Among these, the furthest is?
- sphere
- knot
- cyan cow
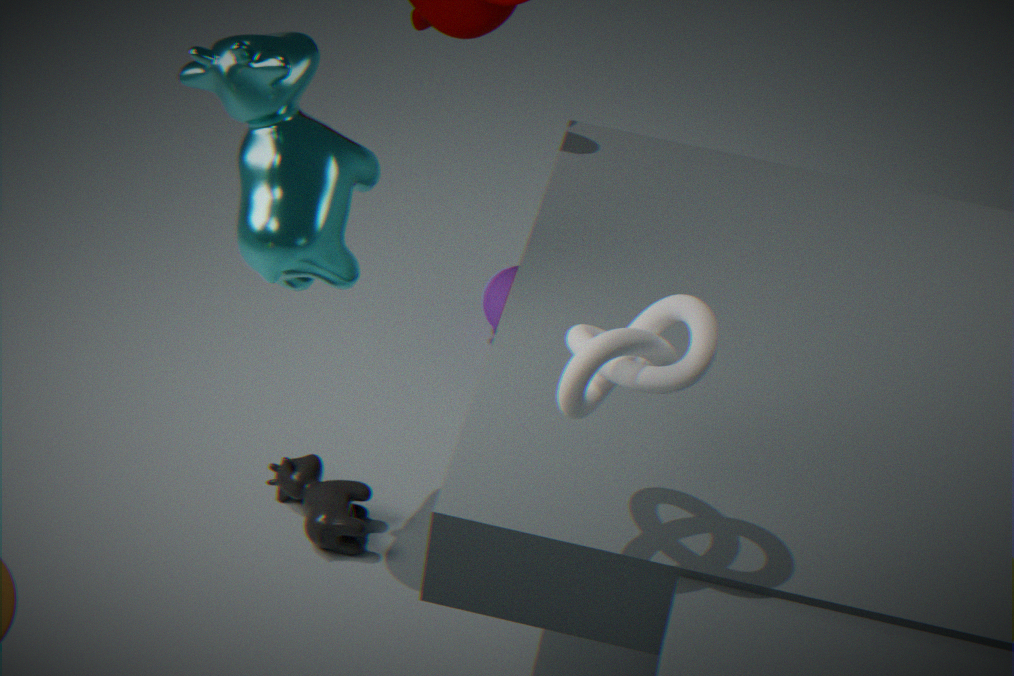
sphere
